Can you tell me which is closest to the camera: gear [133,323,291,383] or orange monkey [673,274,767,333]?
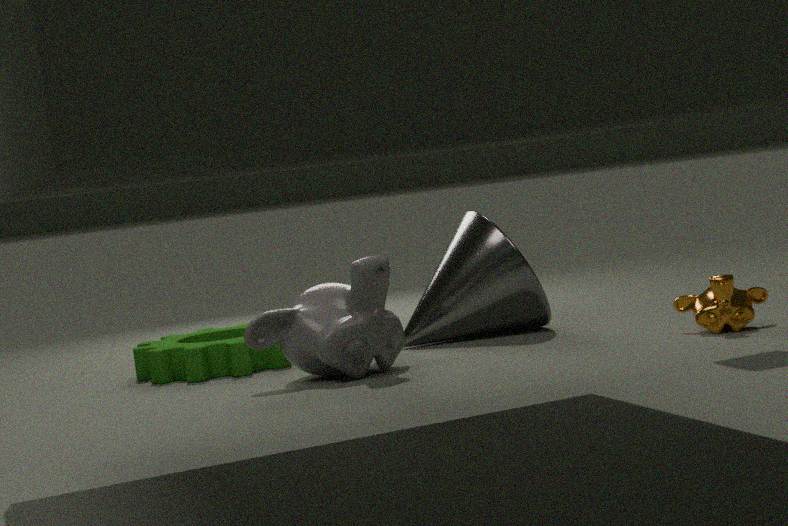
orange monkey [673,274,767,333]
